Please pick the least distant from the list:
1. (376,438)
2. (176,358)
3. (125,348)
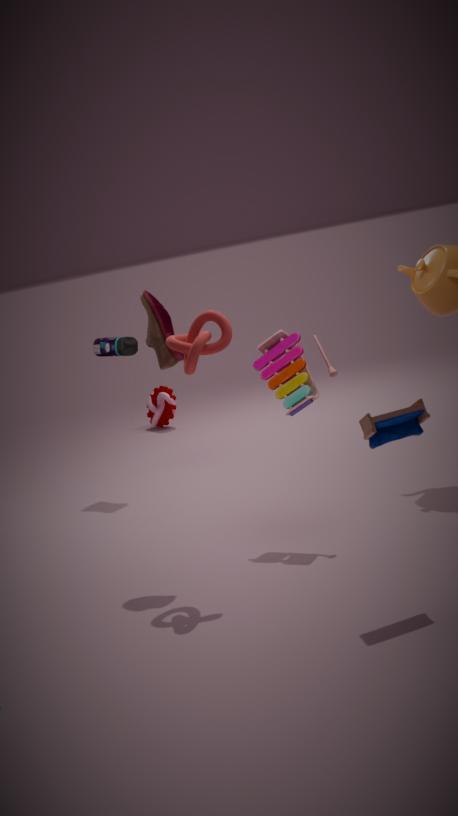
(376,438)
